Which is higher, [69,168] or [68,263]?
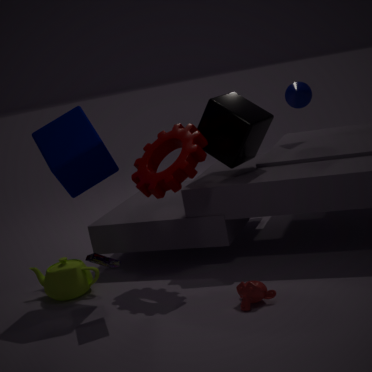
[69,168]
